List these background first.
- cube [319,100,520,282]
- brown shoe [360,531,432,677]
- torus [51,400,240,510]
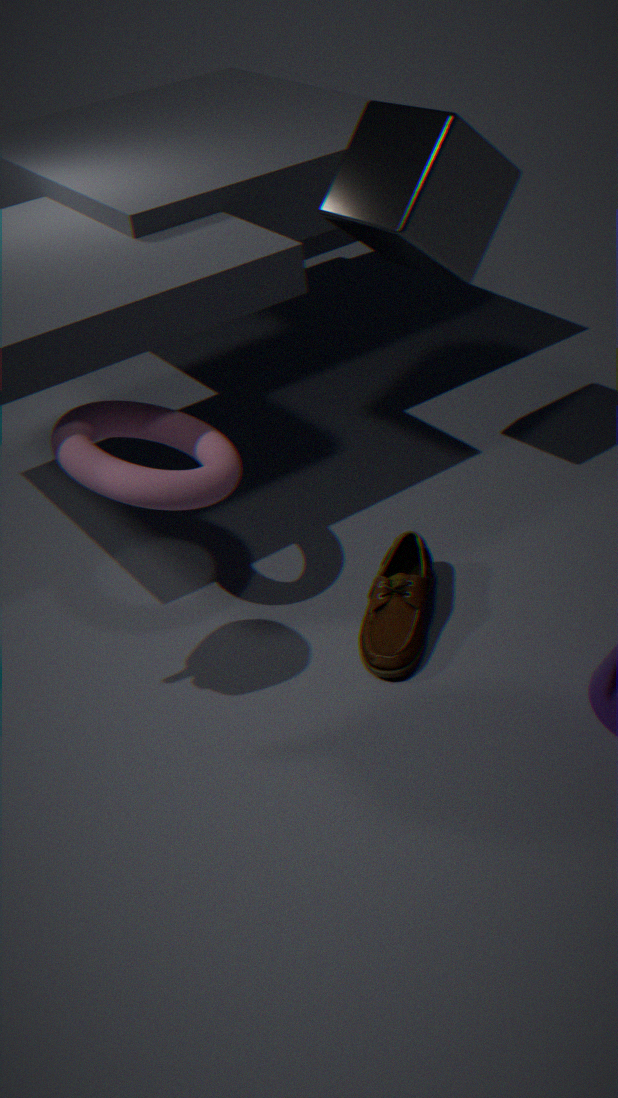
1. cube [319,100,520,282]
2. brown shoe [360,531,432,677]
3. torus [51,400,240,510]
